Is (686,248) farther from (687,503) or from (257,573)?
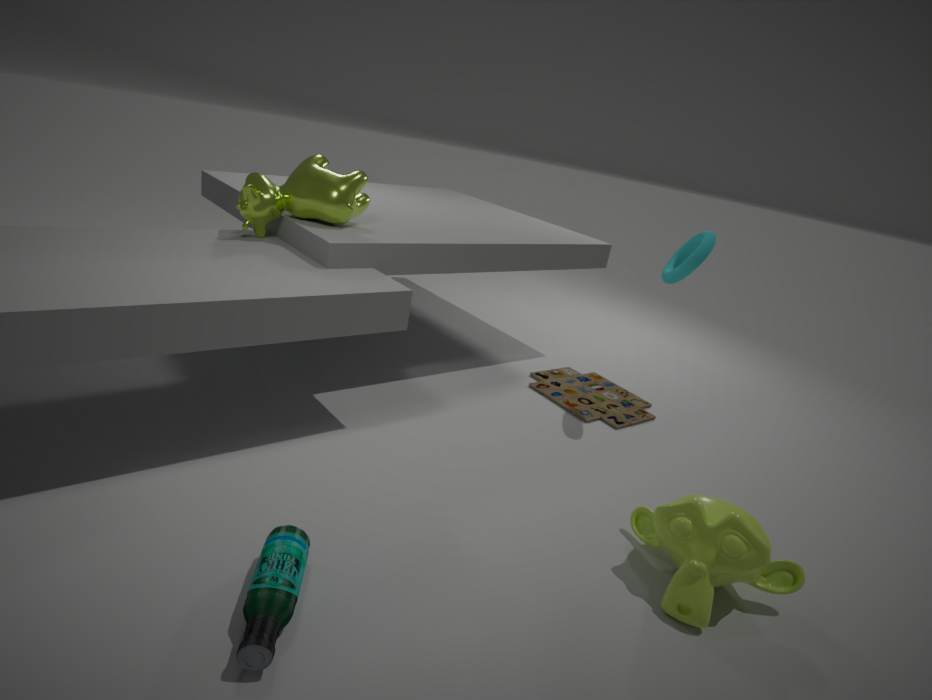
(257,573)
